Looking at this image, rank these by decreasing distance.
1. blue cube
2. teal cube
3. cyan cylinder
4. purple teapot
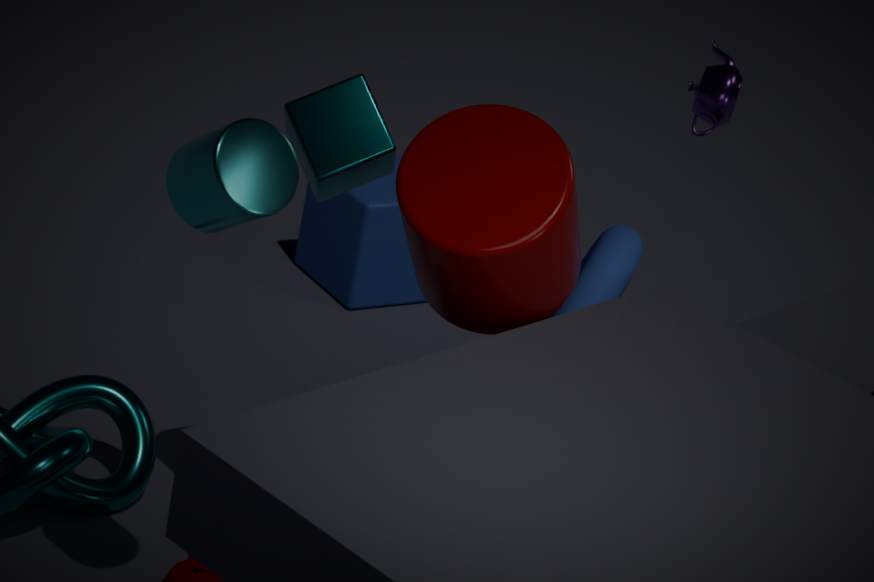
blue cube, purple teapot, teal cube, cyan cylinder
